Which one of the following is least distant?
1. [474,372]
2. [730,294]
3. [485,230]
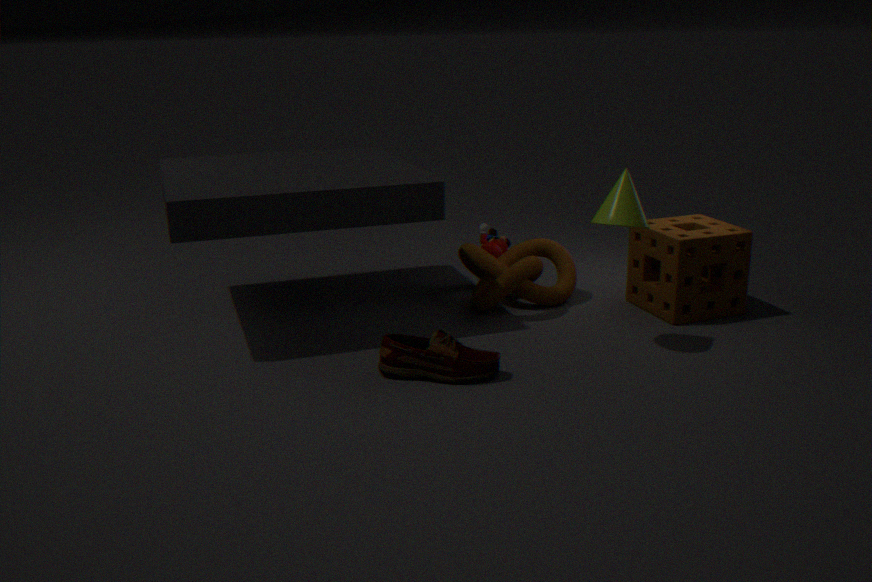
[474,372]
